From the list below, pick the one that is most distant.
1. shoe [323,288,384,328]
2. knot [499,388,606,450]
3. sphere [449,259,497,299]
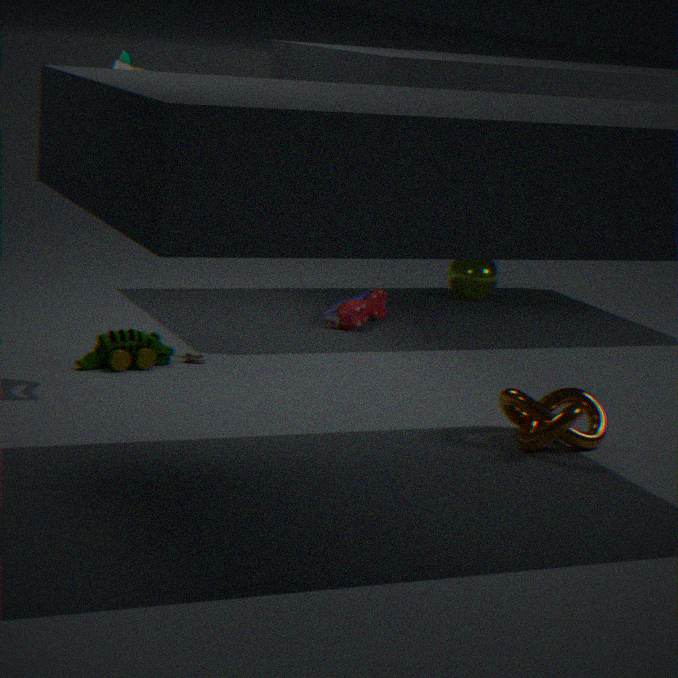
sphere [449,259,497,299]
